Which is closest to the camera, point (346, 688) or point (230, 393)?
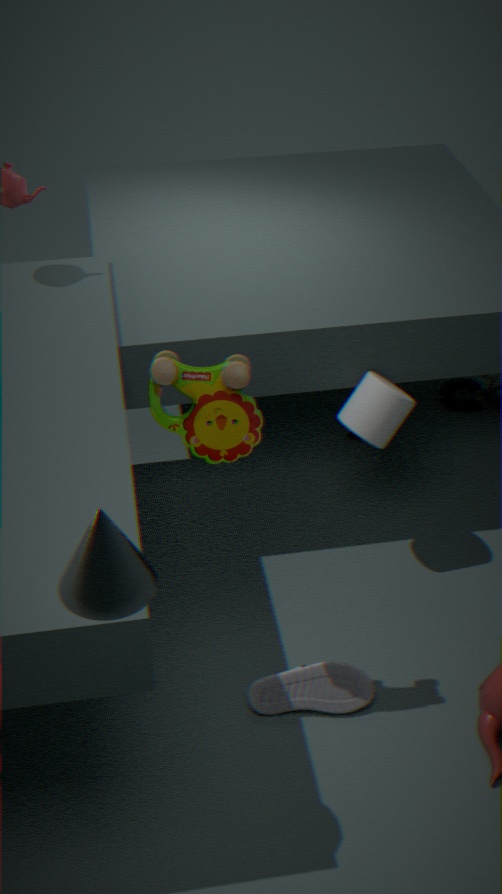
point (230, 393)
